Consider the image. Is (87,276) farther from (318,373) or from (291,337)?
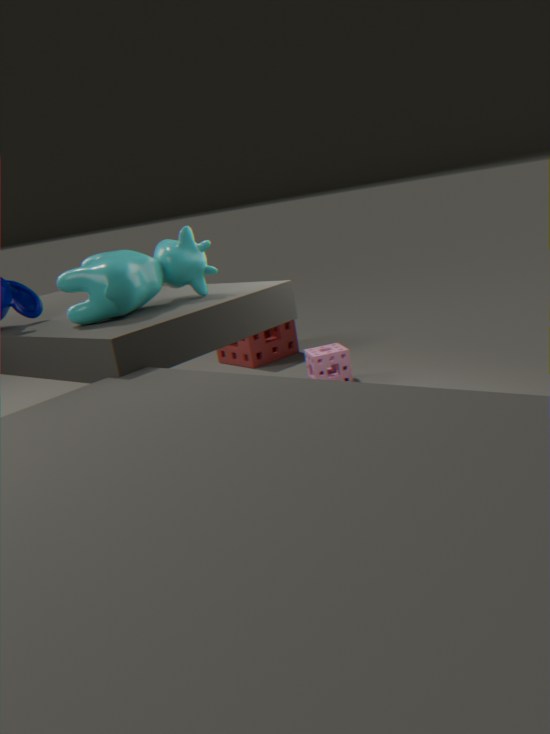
(291,337)
